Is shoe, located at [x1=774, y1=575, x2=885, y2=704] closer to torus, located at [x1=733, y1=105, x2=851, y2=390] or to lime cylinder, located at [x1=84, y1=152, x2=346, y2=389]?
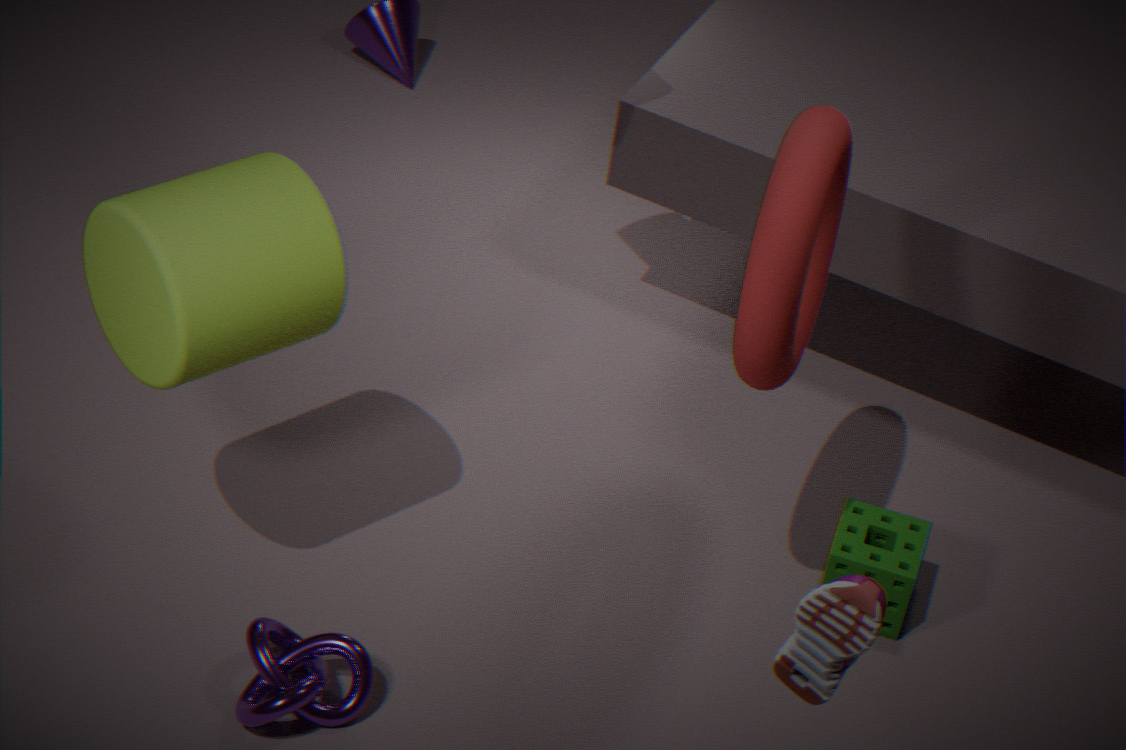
torus, located at [x1=733, y1=105, x2=851, y2=390]
